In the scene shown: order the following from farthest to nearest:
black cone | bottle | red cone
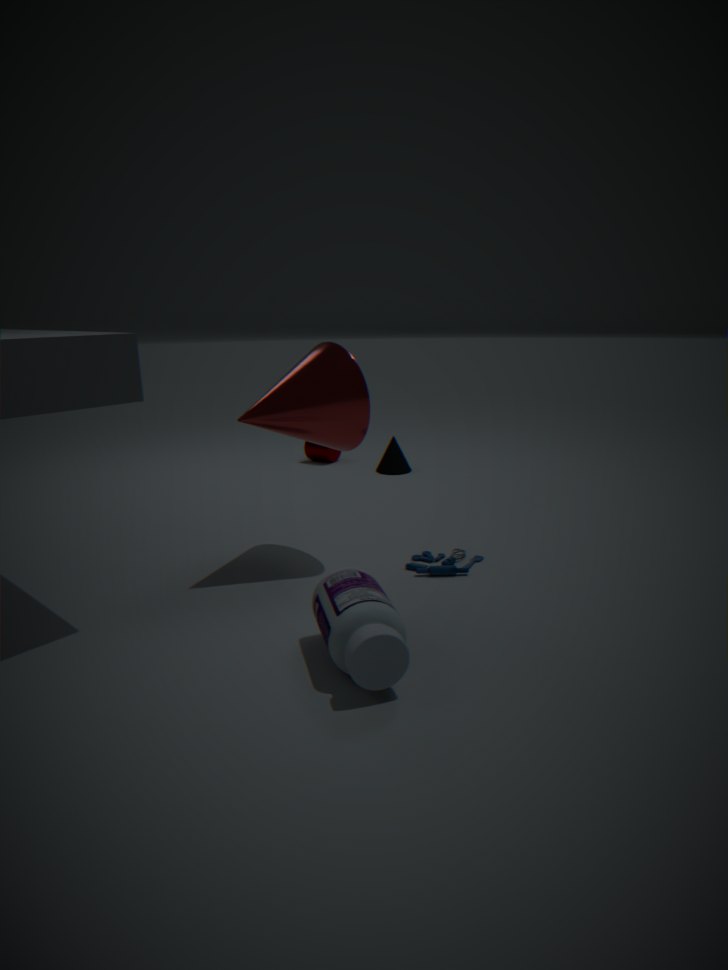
black cone
red cone
bottle
